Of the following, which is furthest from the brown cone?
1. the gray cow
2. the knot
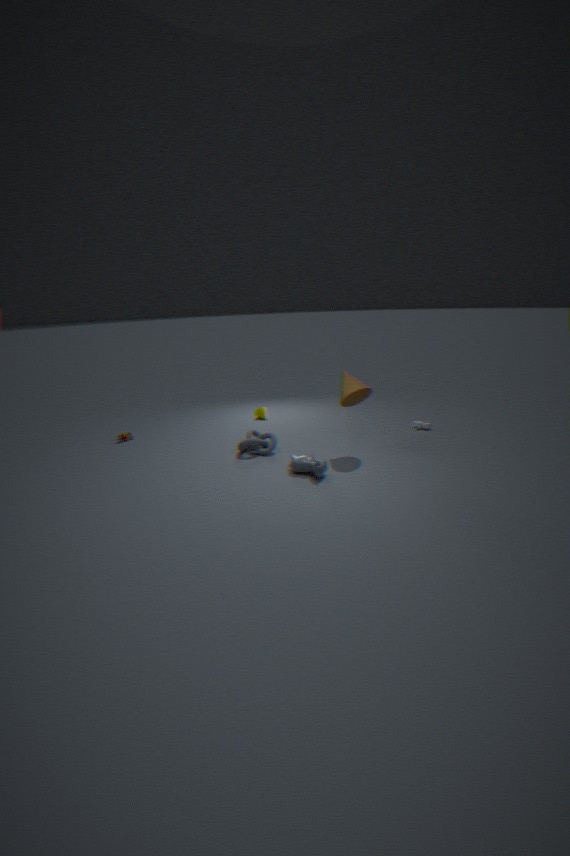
the knot
